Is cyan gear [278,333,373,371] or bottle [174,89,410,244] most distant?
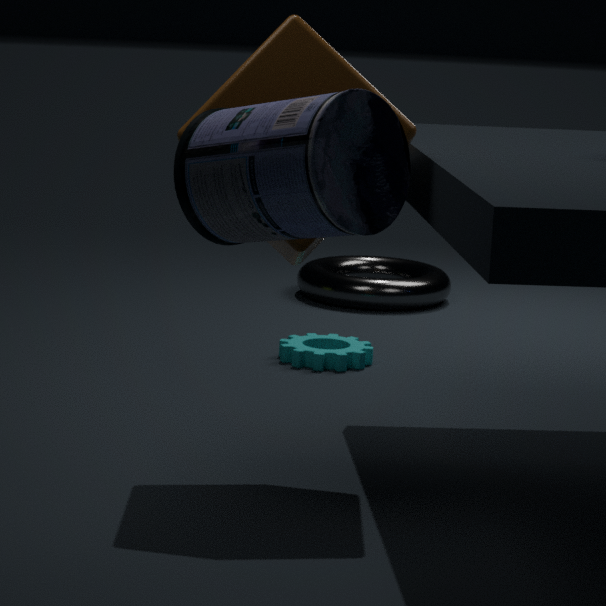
cyan gear [278,333,373,371]
